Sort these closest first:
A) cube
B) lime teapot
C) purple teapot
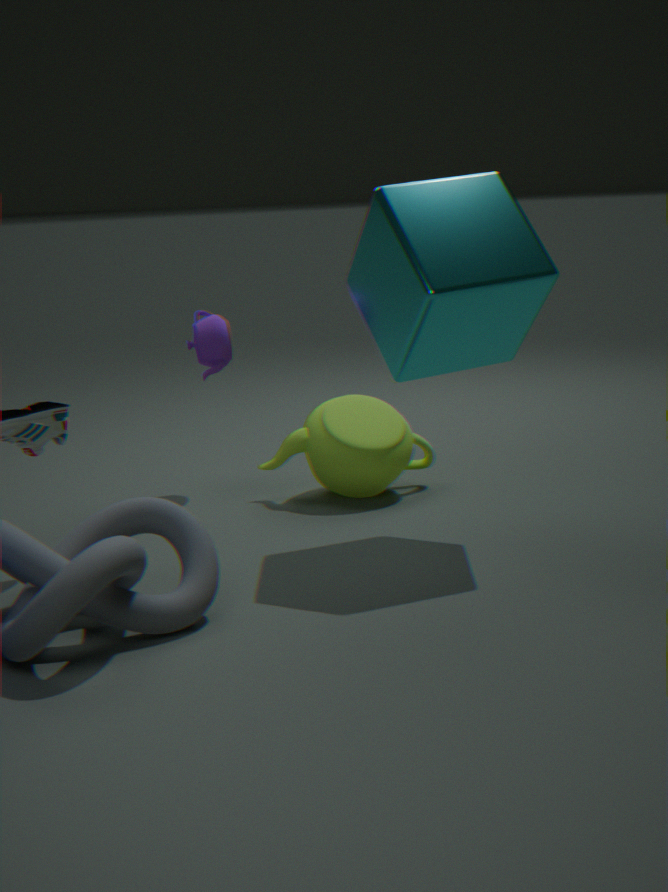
A. cube < B. lime teapot < C. purple teapot
